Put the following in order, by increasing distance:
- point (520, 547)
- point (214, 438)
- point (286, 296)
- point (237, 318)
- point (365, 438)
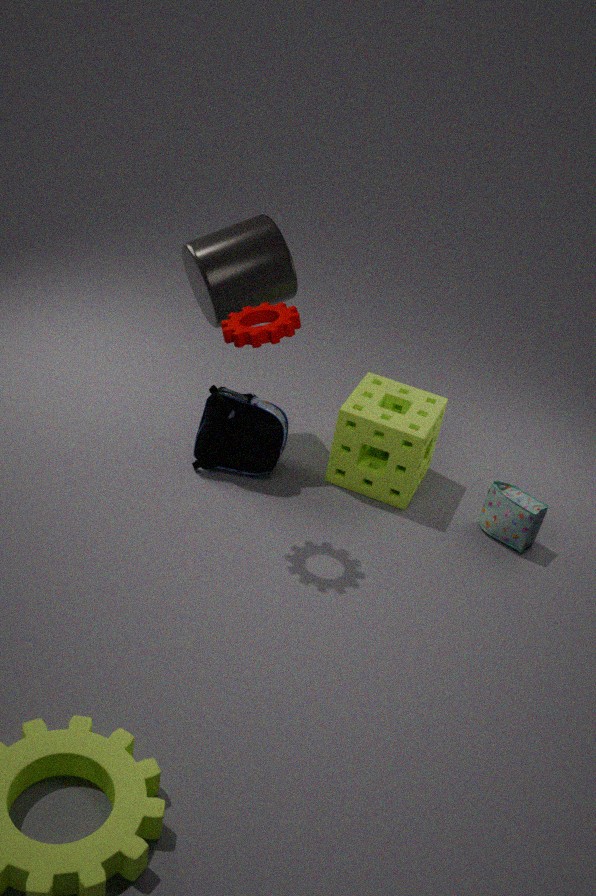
point (237, 318)
point (520, 547)
point (365, 438)
point (286, 296)
point (214, 438)
